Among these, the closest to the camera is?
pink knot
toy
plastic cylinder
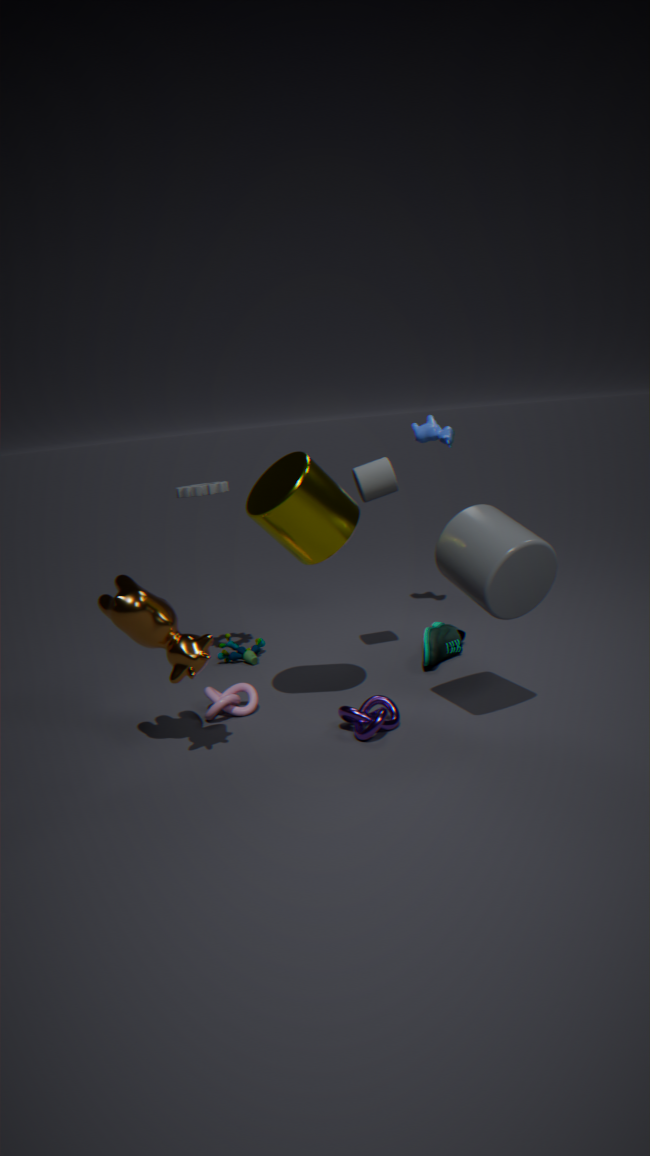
plastic cylinder
